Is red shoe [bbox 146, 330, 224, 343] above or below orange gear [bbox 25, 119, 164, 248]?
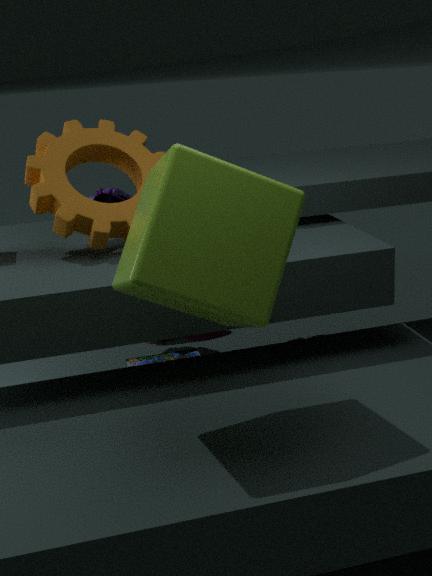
below
